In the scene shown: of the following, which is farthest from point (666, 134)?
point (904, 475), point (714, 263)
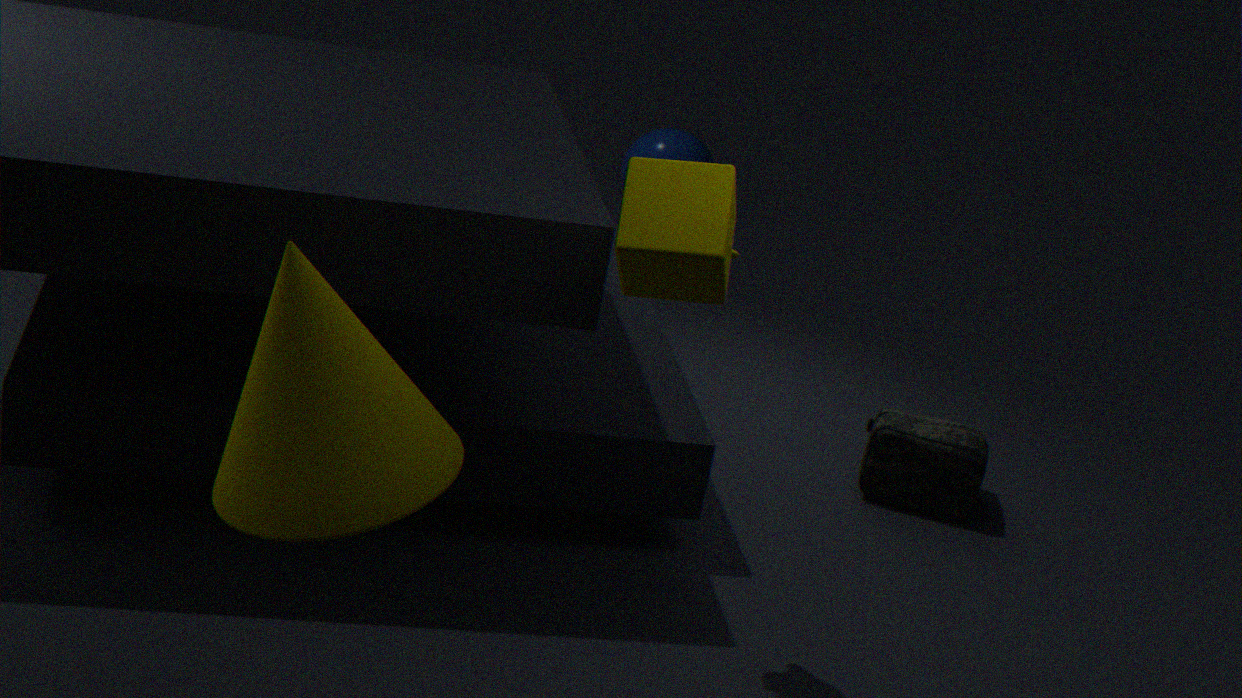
point (714, 263)
